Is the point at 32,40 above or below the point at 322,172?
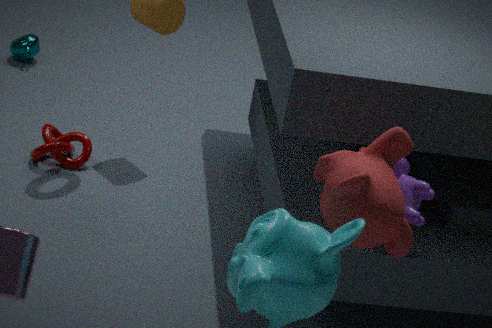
below
